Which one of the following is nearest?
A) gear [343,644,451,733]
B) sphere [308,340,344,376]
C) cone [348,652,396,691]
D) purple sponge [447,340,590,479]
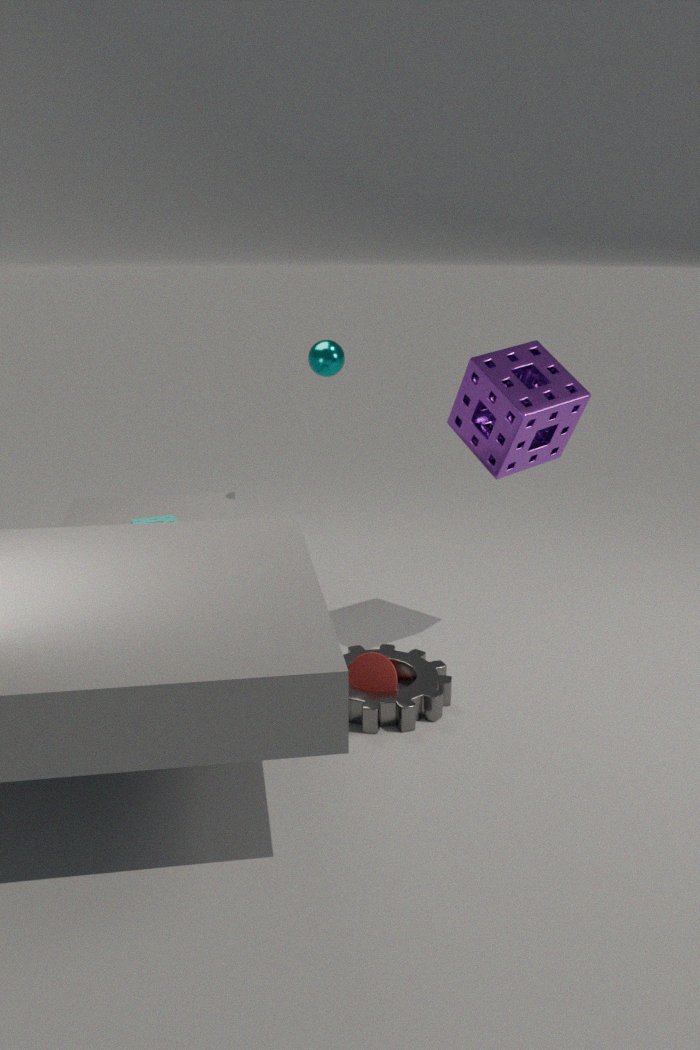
gear [343,644,451,733]
